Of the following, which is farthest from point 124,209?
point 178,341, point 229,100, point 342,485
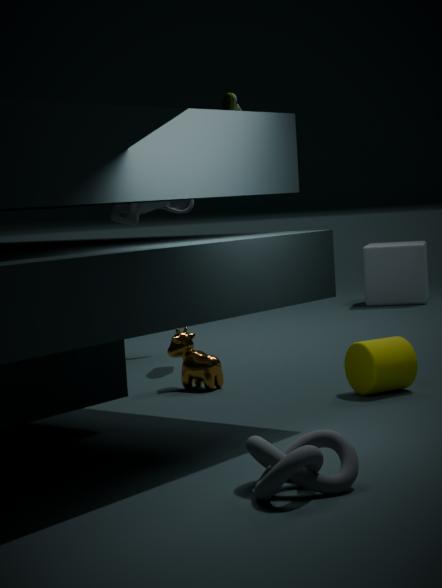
point 342,485
